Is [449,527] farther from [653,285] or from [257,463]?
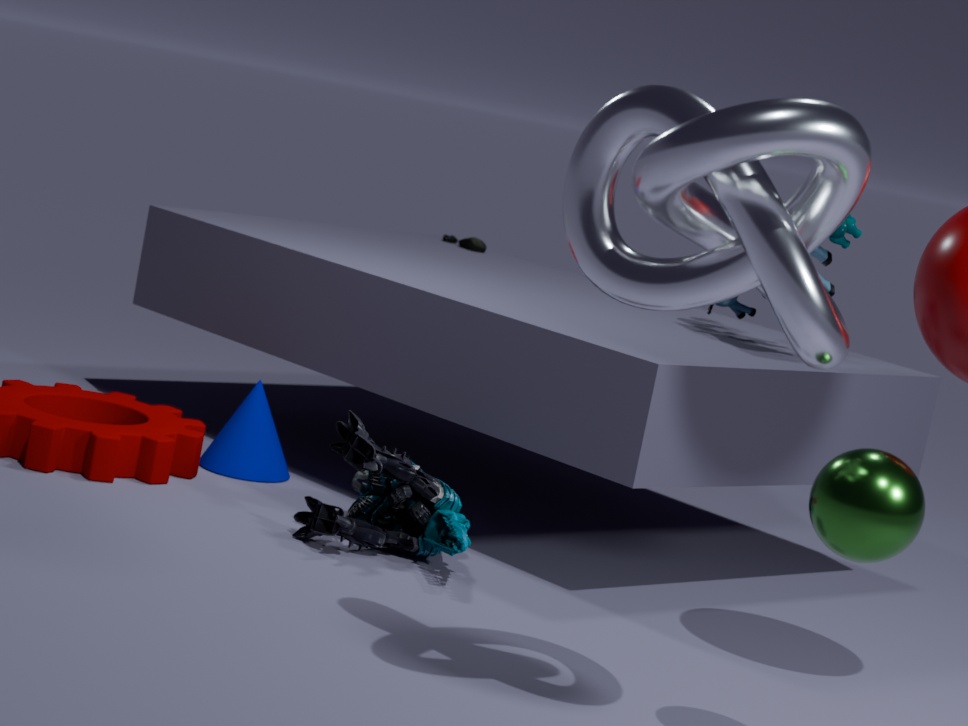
[653,285]
